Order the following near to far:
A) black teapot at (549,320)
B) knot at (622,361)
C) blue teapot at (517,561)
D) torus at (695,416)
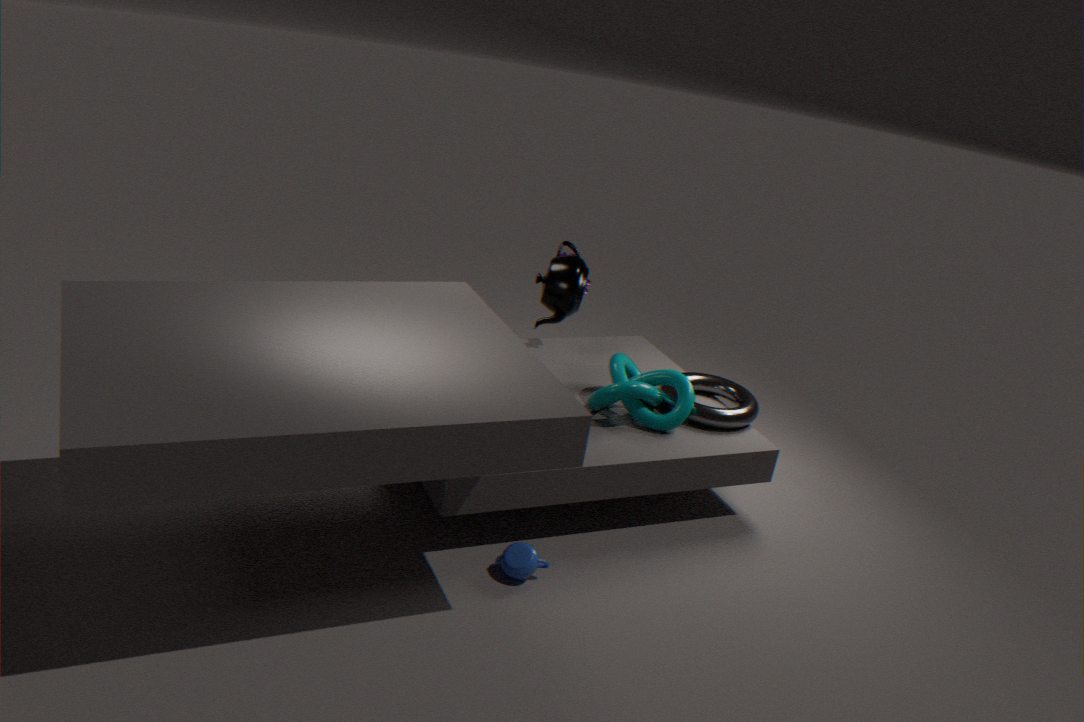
blue teapot at (517,561) < knot at (622,361) < torus at (695,416) < black teapot at (549,320)
